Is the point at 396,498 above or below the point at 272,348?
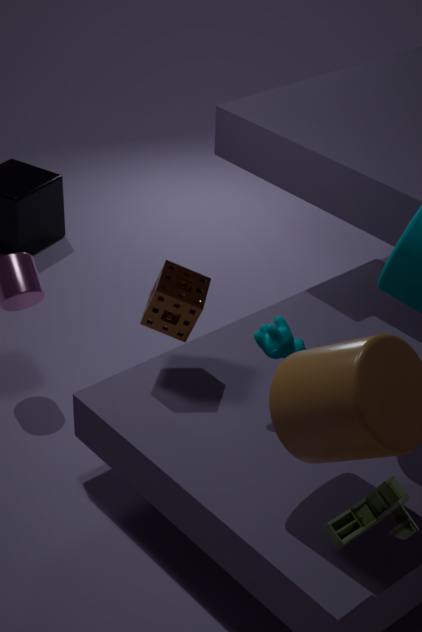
above
